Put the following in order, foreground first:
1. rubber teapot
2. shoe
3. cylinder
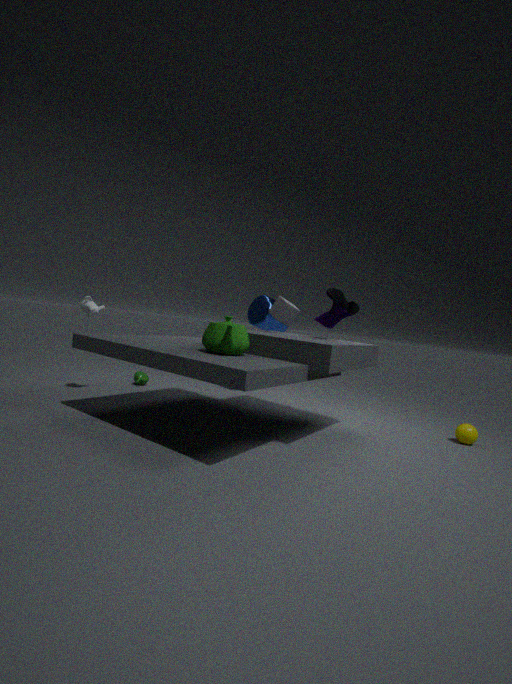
rubber teapot → shoe → cylinder
